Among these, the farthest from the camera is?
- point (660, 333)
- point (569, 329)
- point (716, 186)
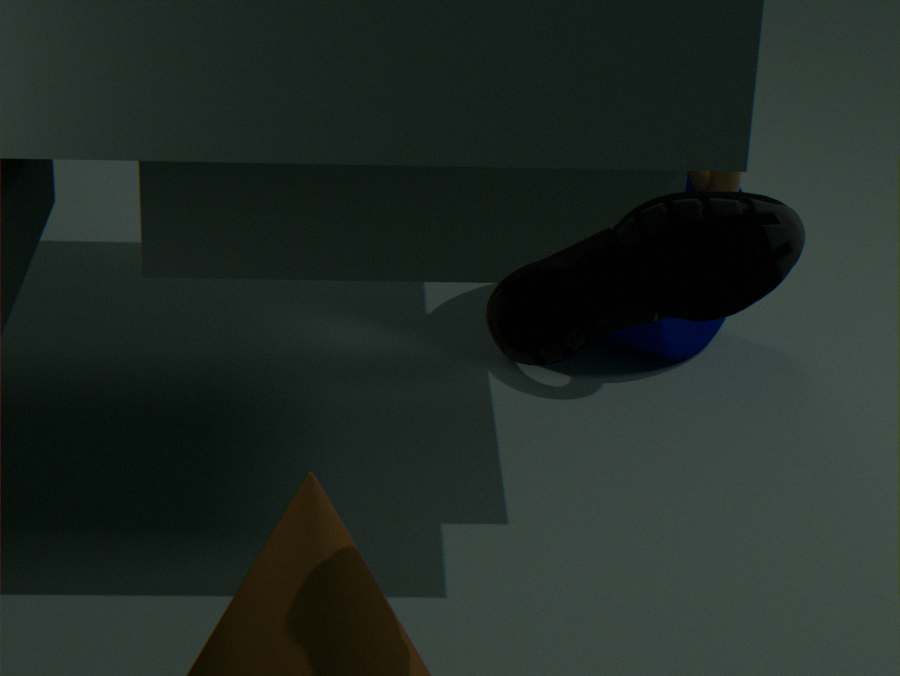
point (660, 333)
